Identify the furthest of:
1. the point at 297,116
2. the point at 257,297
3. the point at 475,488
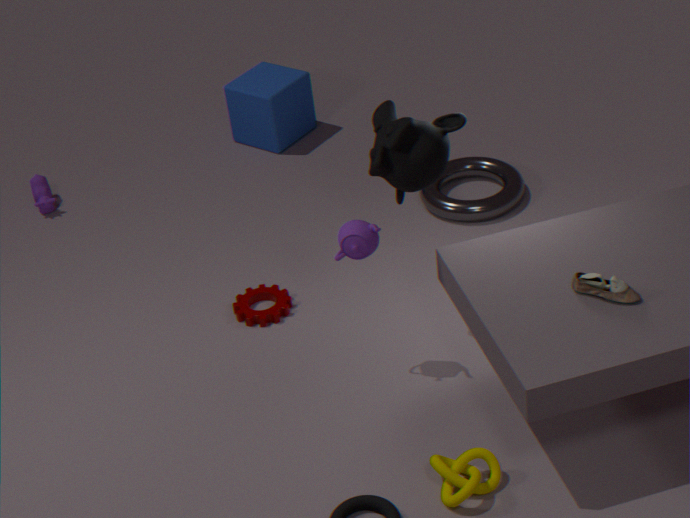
the point at 297,116
